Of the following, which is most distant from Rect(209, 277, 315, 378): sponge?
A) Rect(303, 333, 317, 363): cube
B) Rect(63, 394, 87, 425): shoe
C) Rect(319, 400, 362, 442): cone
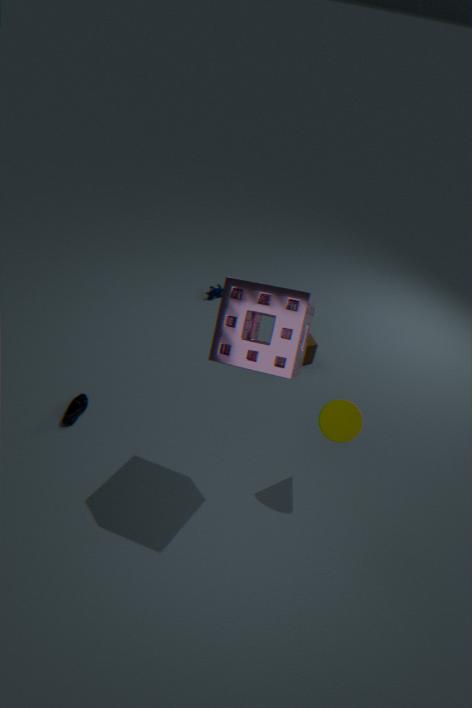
Rect(303, 333, 317, 363): cube
